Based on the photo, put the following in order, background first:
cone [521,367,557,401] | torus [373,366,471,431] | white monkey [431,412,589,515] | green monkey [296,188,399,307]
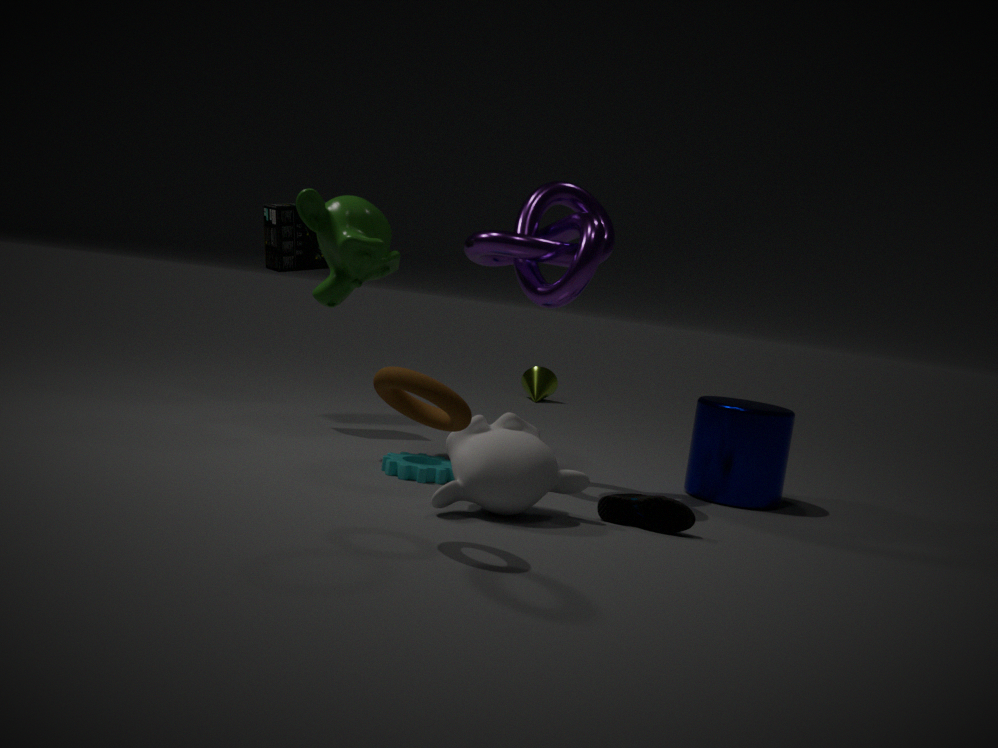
cone [521,367,557,401] → green monkey [296,188,399,307] → white monkey [431,412,589,515] → torus [373,366,471,431]
